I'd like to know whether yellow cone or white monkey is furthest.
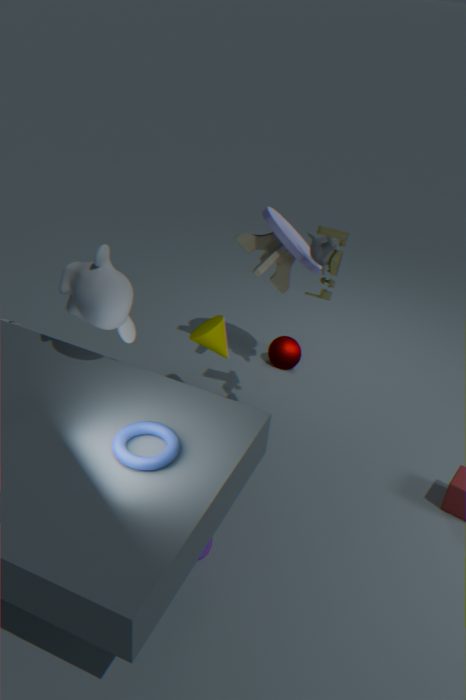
yellow cone
